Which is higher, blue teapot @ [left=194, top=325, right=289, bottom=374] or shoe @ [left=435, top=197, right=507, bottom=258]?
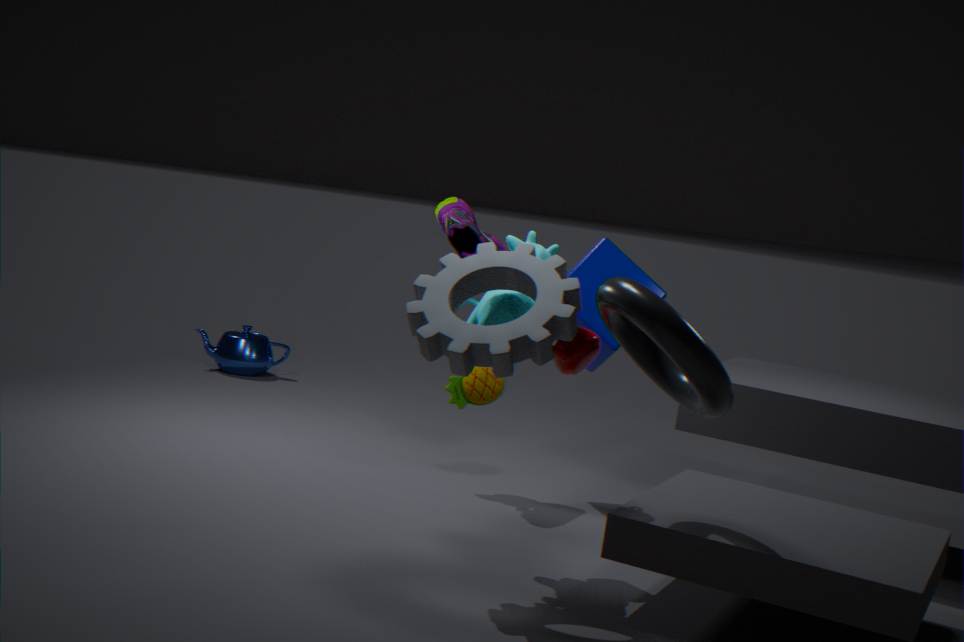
shoe @ [left=435, top=197, right=507, bottom=258]
